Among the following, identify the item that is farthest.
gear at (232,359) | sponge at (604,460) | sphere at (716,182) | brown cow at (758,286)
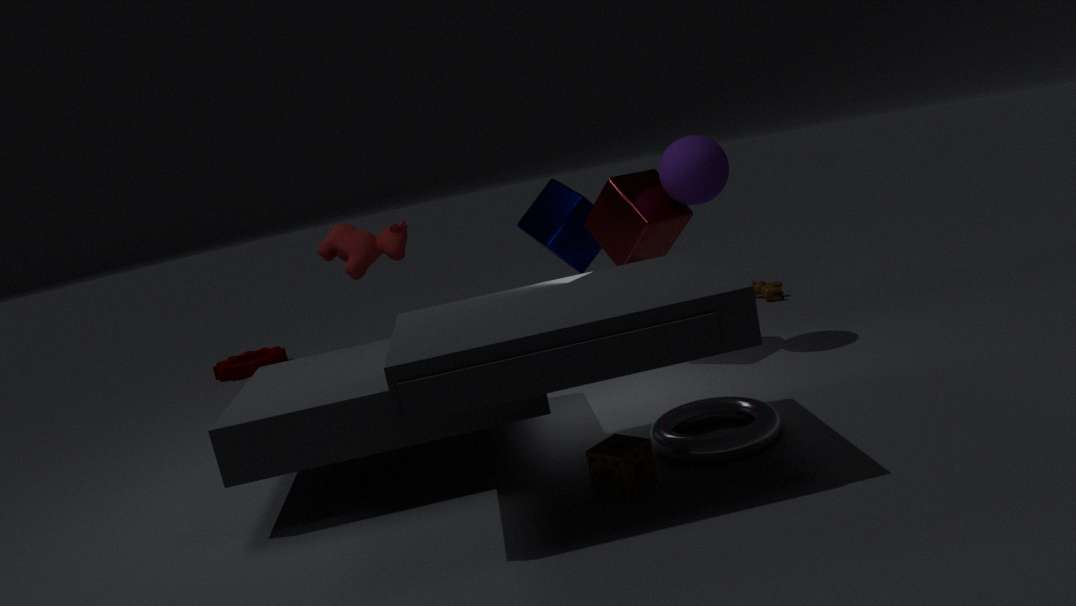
gear at (232,359)
